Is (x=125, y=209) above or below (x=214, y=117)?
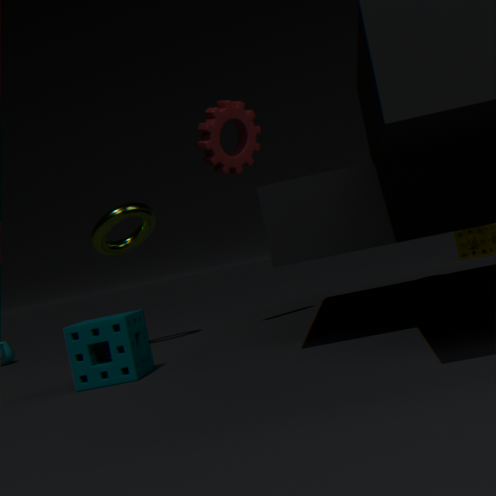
below
